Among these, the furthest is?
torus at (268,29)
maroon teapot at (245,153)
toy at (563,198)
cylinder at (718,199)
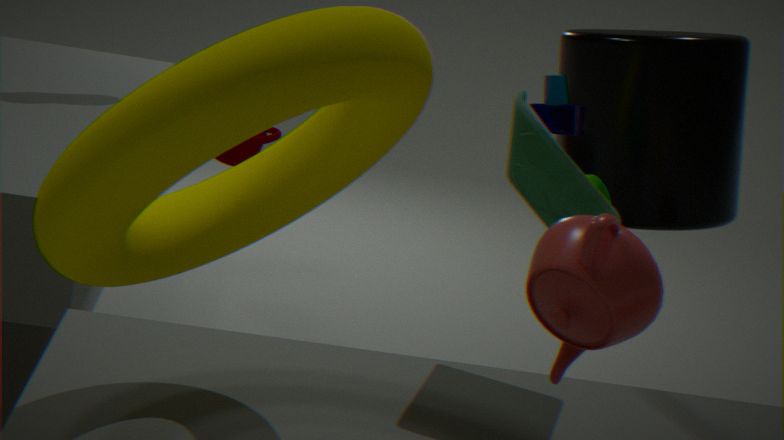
maroon teapot at (245,153)
